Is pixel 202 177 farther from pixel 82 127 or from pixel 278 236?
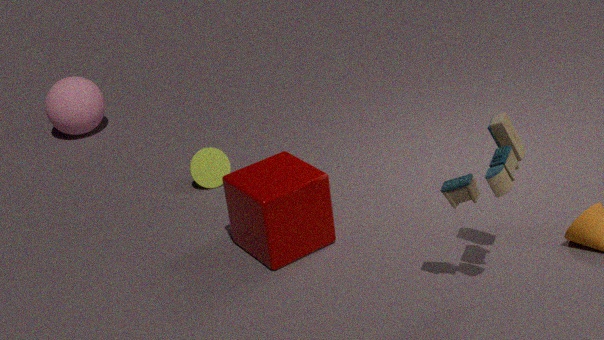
pixel 82 127
